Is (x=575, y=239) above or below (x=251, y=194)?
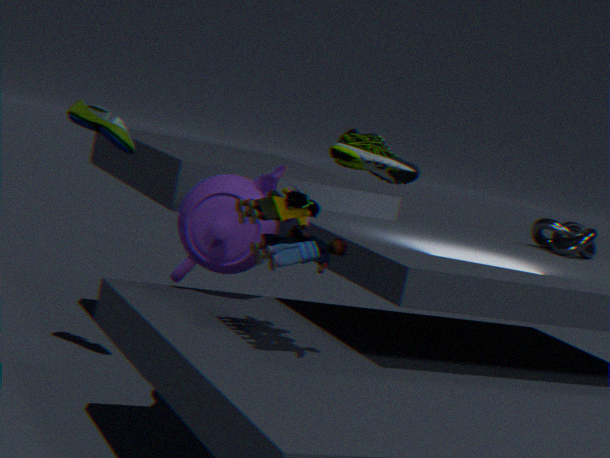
above
